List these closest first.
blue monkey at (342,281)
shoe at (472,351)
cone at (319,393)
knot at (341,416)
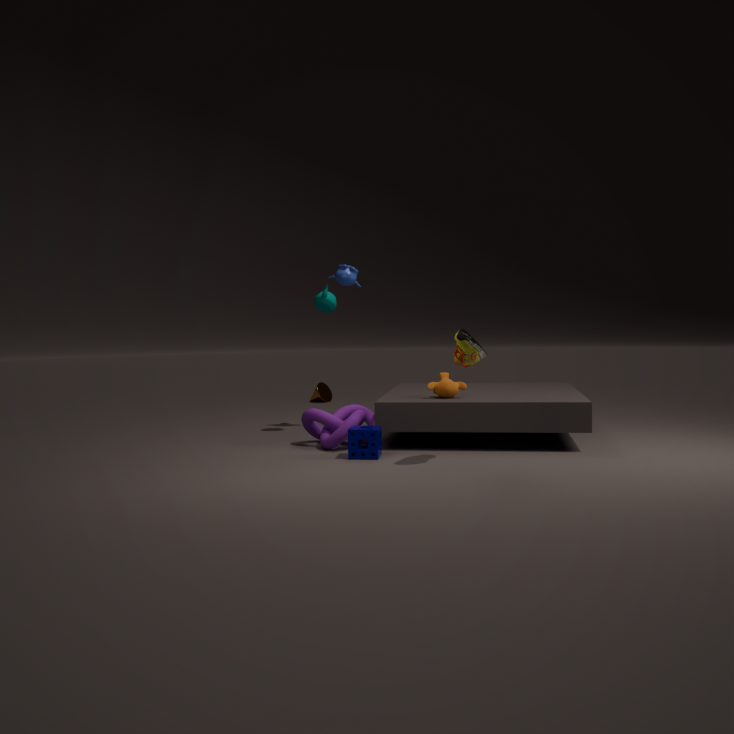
shoe at (472,351) < knot at (341,416) < blue monkey at (342,281) < cone at (319,393)
